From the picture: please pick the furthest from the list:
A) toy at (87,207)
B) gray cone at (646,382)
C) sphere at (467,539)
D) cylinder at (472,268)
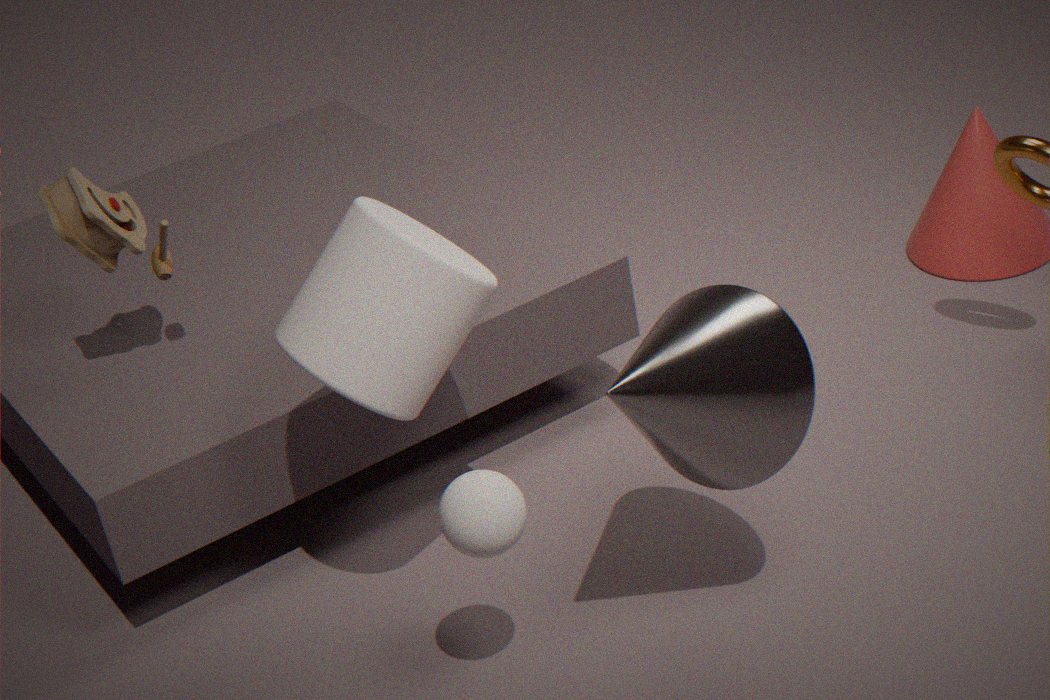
toy at (87,207)
